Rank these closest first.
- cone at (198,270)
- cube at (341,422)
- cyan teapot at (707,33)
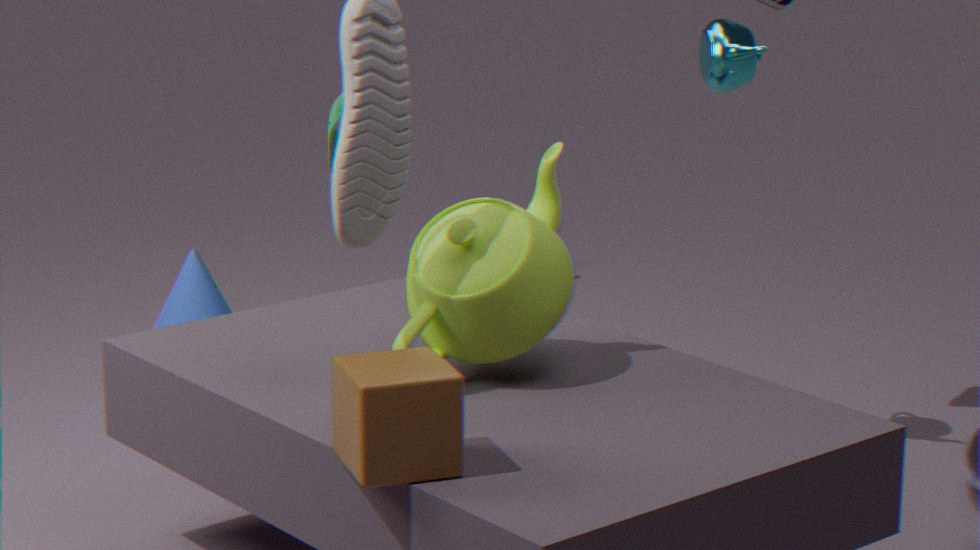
cube at (341,422), cyan teapot at (707,33), cone at (198,270)
